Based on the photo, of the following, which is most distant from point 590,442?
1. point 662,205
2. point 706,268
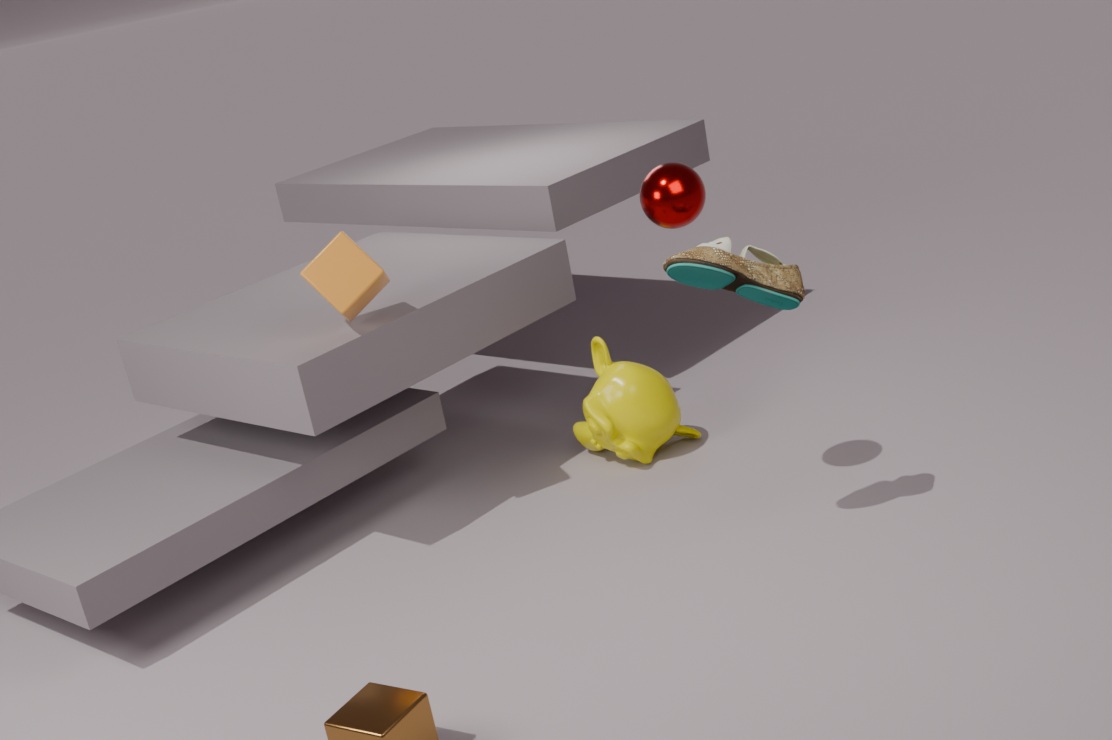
point 706,268
